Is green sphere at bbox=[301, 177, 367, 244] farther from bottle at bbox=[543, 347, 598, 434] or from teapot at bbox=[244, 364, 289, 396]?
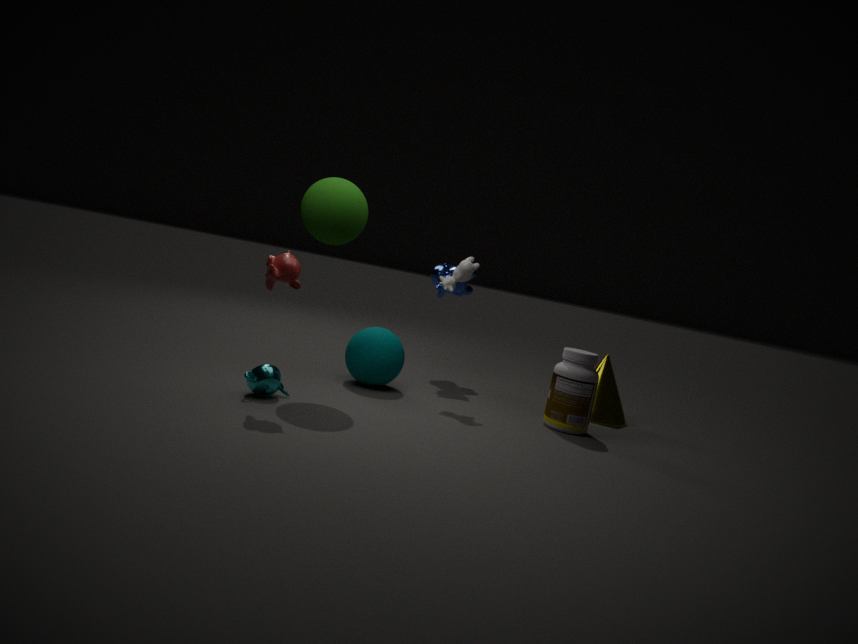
bottle at bbox=[543, 347, 598, 434]
